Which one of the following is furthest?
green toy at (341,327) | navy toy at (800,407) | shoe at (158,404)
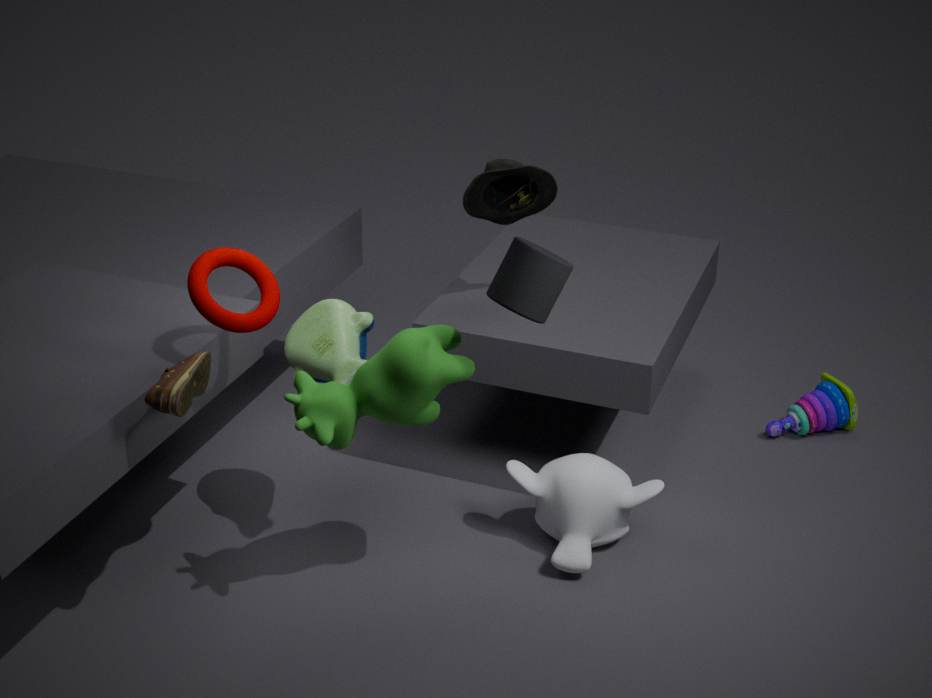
navy toy at (800,407)
